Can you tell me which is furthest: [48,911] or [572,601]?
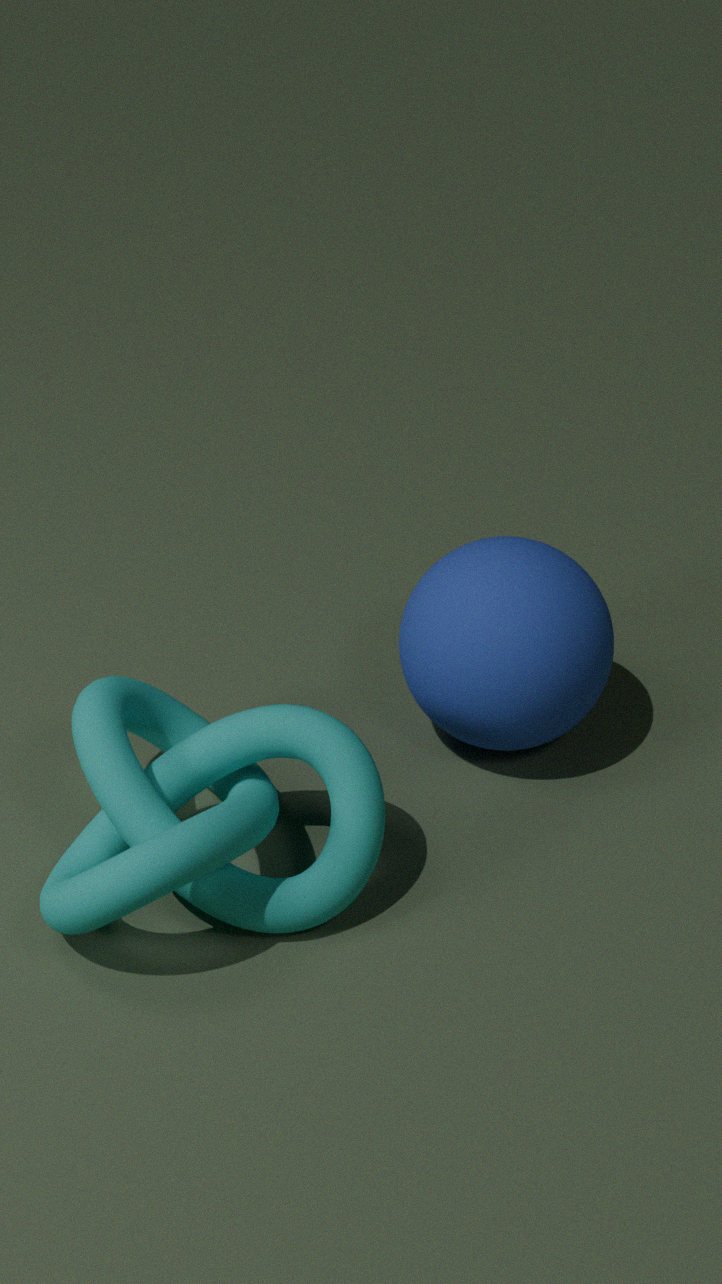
[572,601]
